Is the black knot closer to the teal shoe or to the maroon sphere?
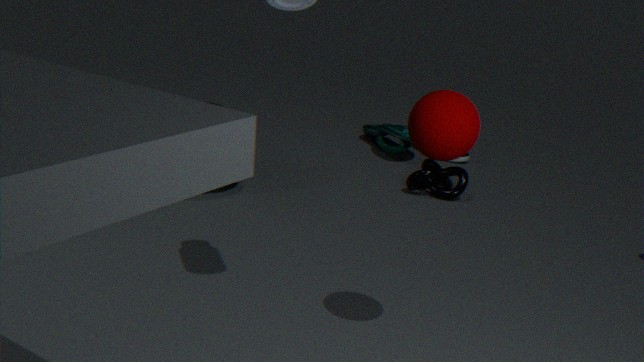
the teal shoe
